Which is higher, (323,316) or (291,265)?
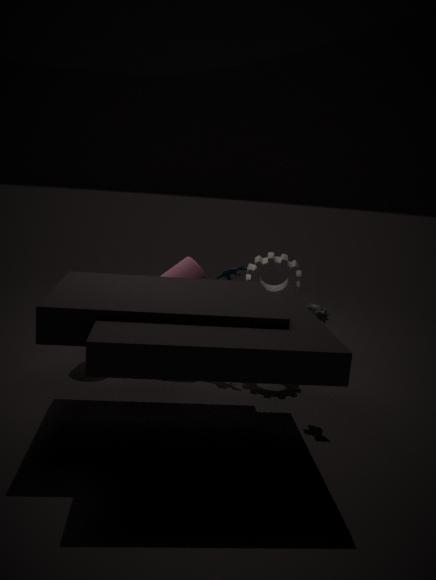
(291,265)
